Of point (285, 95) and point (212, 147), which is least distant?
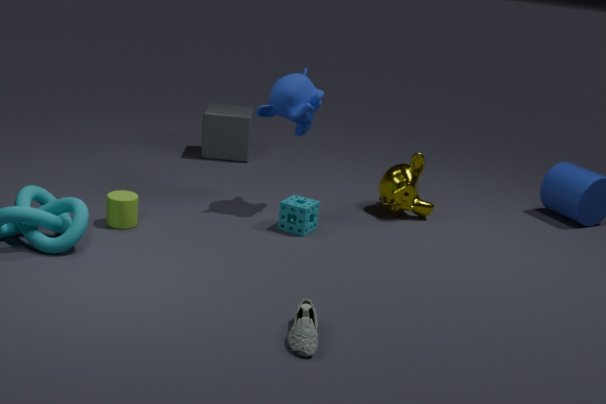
point (285, 95)
